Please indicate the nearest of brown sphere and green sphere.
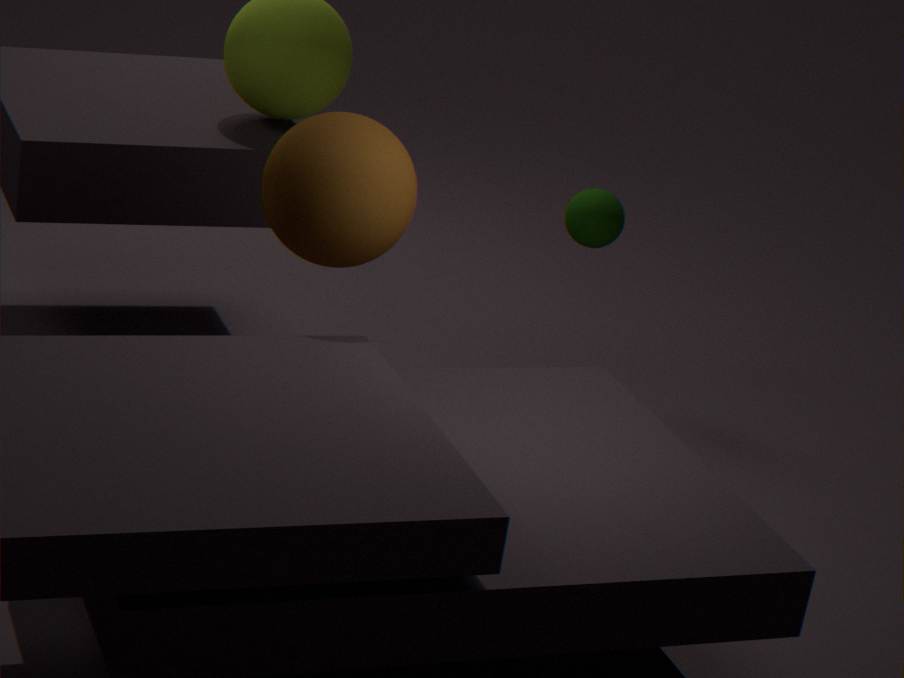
brown sphere
